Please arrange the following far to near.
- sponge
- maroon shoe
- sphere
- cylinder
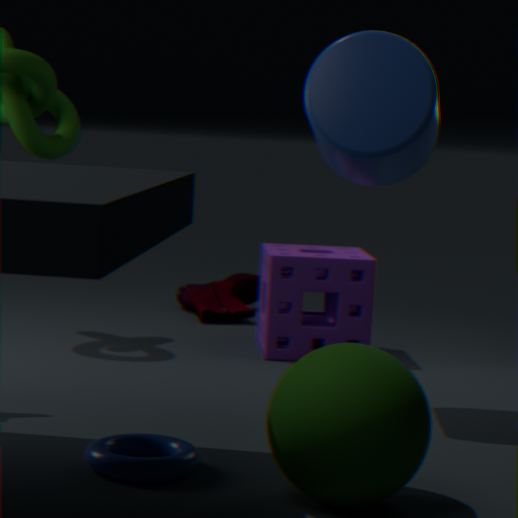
maroon shoe
sponge
cylinder
sphere
